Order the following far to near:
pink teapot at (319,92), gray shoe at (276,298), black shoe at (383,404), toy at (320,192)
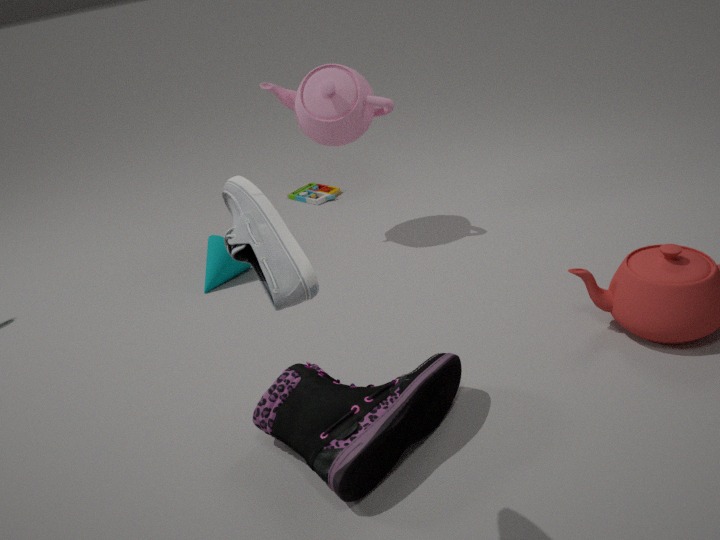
toy at (320,192) → pink teapot at (319,92) → black shoe at (383,404) → gray shoe at (276,298)
